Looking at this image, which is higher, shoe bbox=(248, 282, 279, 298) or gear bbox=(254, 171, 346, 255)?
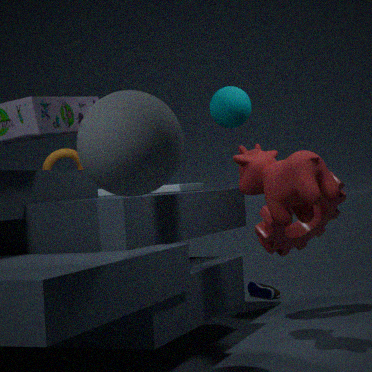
gear bbox=(254, 171, 346, 255)
